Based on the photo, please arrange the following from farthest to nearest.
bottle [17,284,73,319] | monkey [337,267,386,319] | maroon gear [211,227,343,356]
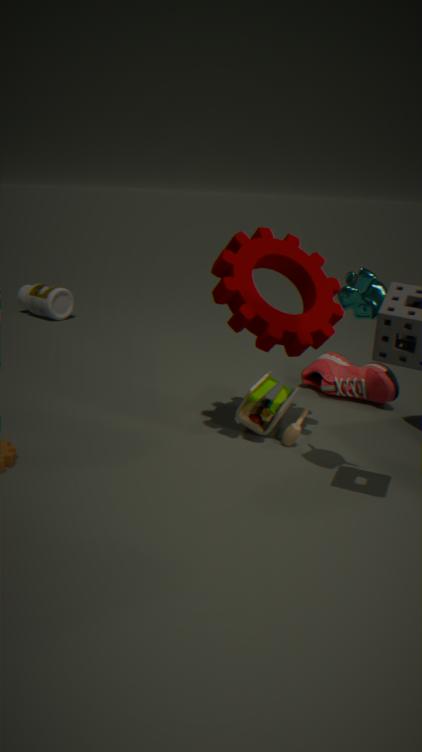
bottle [17,284,73,319]
maroon gear [211,227,343,356]
monkey [337,267,386,319]
